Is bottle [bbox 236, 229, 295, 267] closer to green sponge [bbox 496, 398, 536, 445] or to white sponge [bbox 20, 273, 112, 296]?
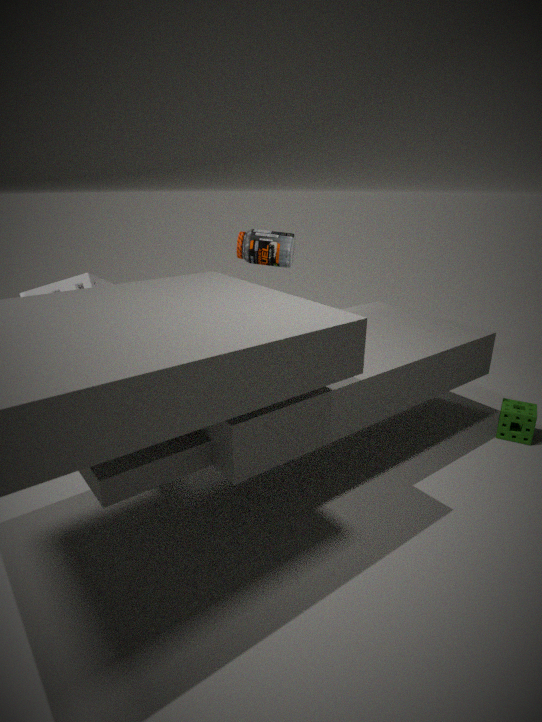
white sponge [bbox 20, 273, 112, 296]
